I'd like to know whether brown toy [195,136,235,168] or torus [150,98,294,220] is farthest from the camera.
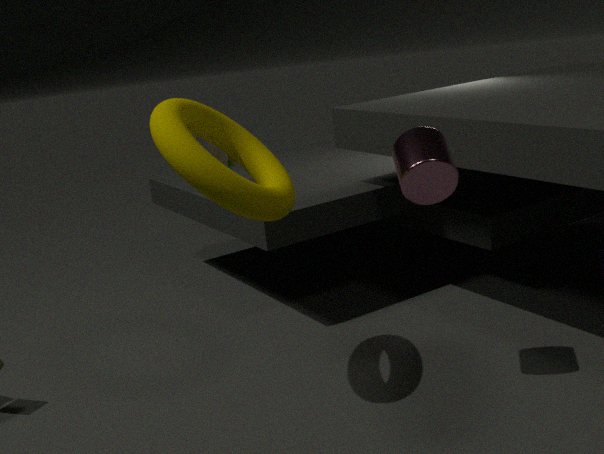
brown toy [195,136,235,168]
